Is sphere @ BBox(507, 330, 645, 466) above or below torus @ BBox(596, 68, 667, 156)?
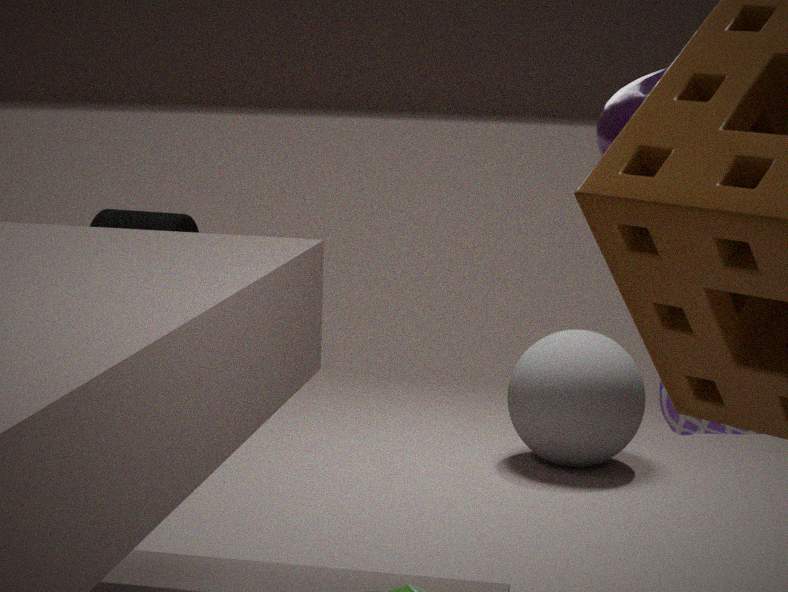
below
